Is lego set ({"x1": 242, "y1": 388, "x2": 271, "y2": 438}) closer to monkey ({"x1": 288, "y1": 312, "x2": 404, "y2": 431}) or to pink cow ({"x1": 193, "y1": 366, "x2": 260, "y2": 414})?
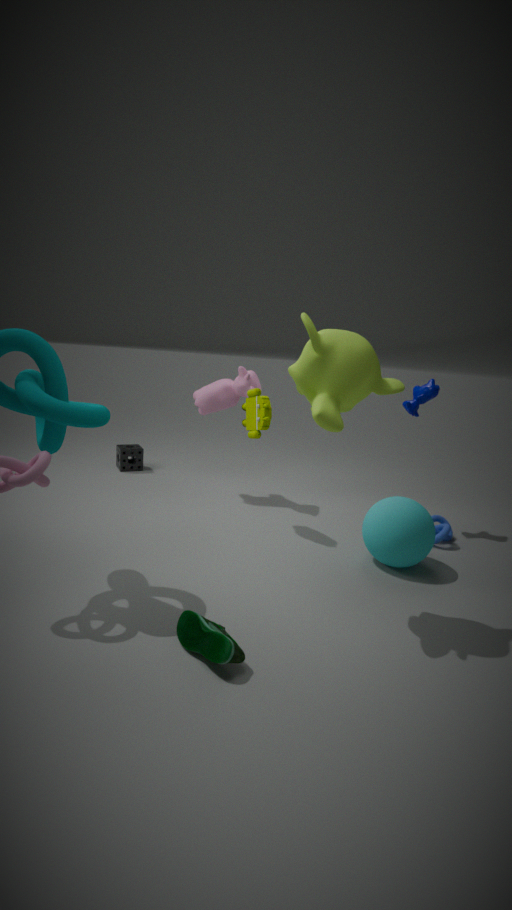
pink cow ({"x1": 193, "y1": 366, "x2": 260, "y2": 414})
